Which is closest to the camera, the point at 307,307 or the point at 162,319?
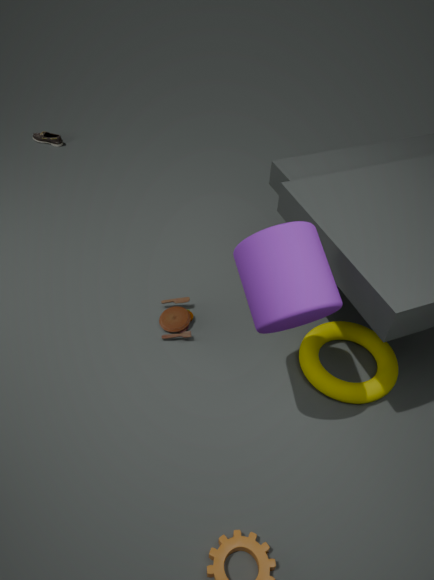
the point at 307,307
